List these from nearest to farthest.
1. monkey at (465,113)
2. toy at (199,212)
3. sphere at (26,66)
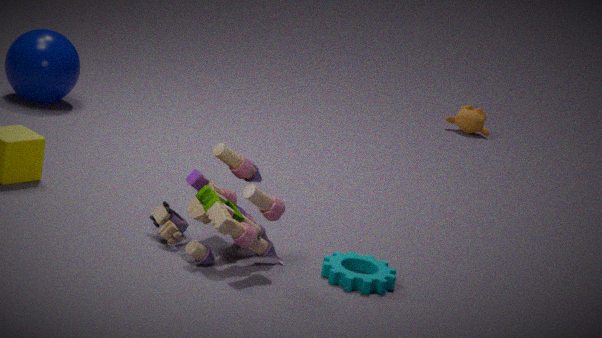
toy at (199,212), sphere at (26,66), monkey at (465,113)
